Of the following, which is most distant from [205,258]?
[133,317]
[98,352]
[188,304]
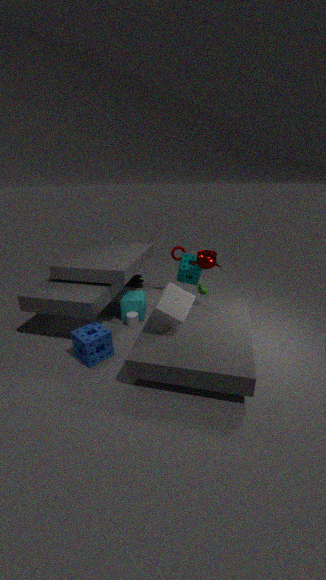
[98,352]
